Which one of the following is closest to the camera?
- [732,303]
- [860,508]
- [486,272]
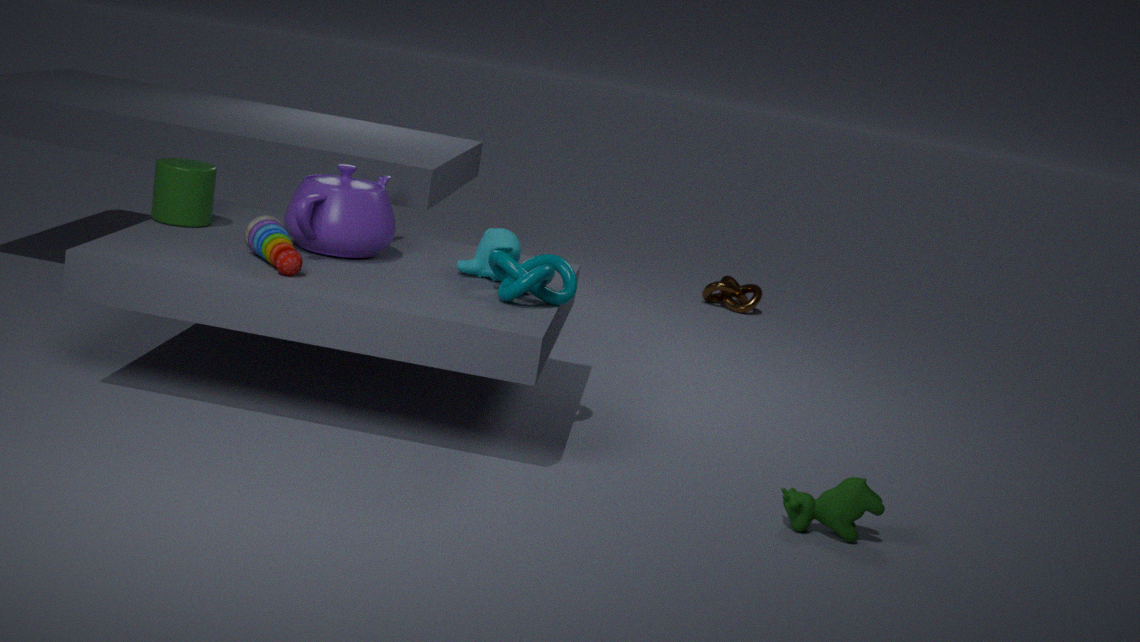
[860,508]
